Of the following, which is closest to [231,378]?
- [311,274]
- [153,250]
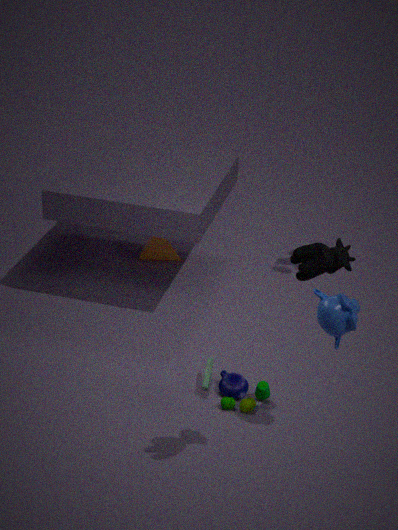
[311,274]
